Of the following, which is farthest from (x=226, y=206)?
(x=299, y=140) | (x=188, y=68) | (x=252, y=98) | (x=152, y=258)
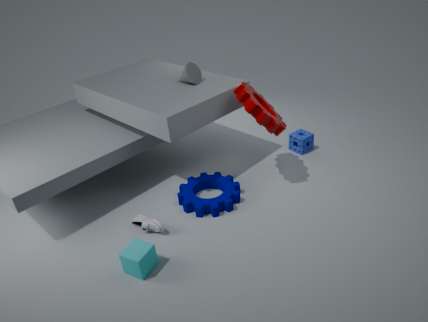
(x=299, y=140)
